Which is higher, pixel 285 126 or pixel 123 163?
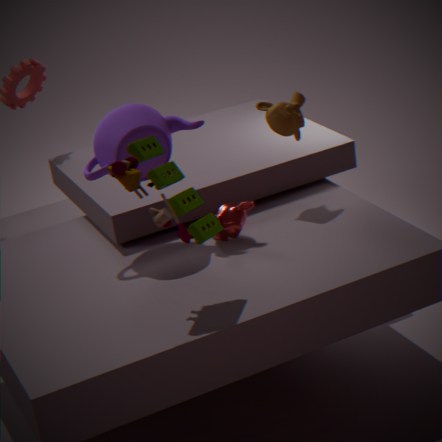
pixel 123 163
